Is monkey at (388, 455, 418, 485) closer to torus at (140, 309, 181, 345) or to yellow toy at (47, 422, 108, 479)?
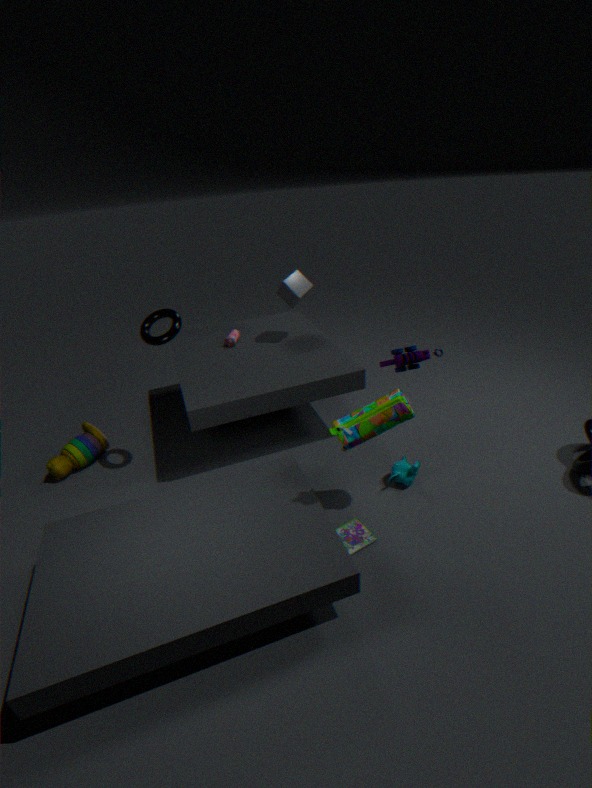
torus at (140, 309, 181, 345)
